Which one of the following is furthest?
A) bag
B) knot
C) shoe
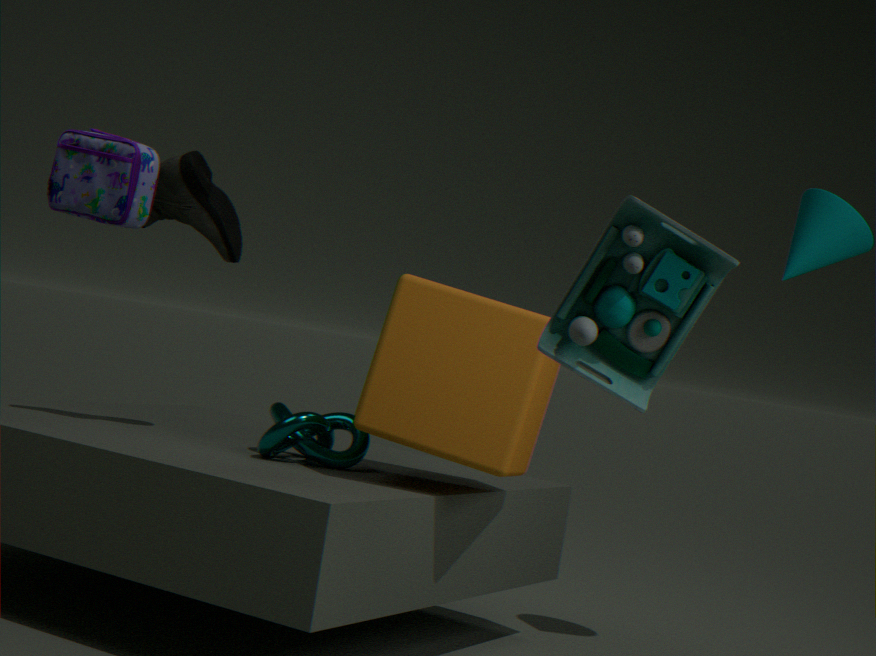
shoe
